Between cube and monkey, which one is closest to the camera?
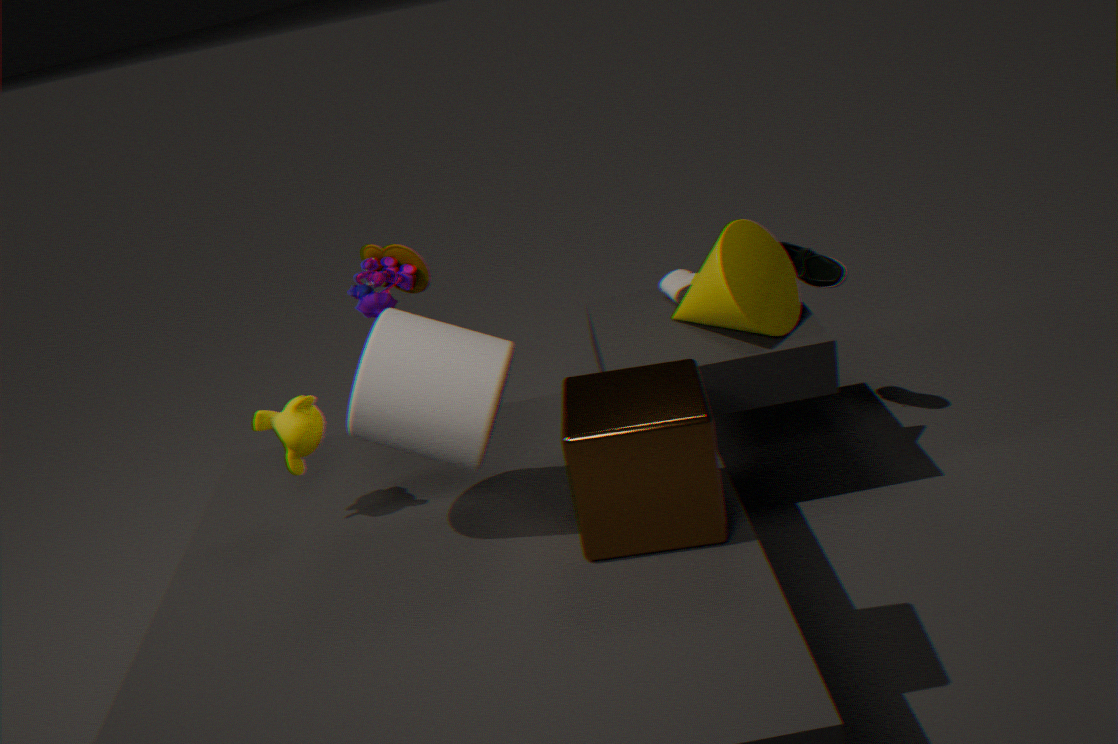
cube
